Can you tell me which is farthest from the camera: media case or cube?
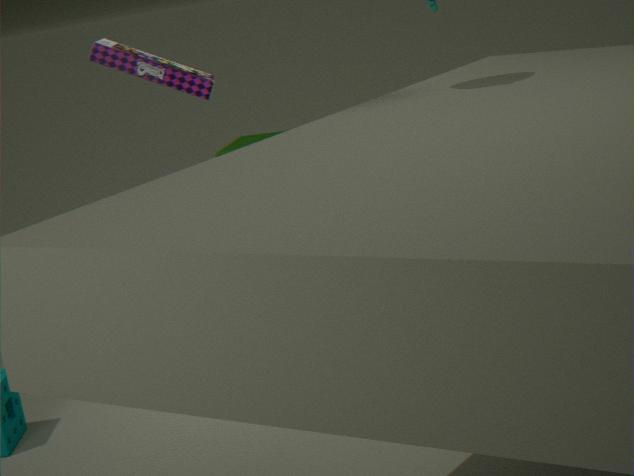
cube
